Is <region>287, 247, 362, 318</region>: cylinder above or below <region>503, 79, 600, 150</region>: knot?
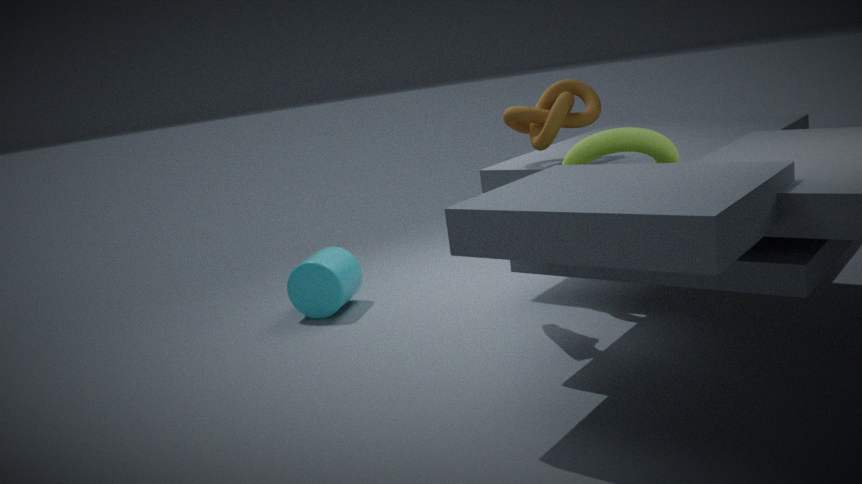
below
